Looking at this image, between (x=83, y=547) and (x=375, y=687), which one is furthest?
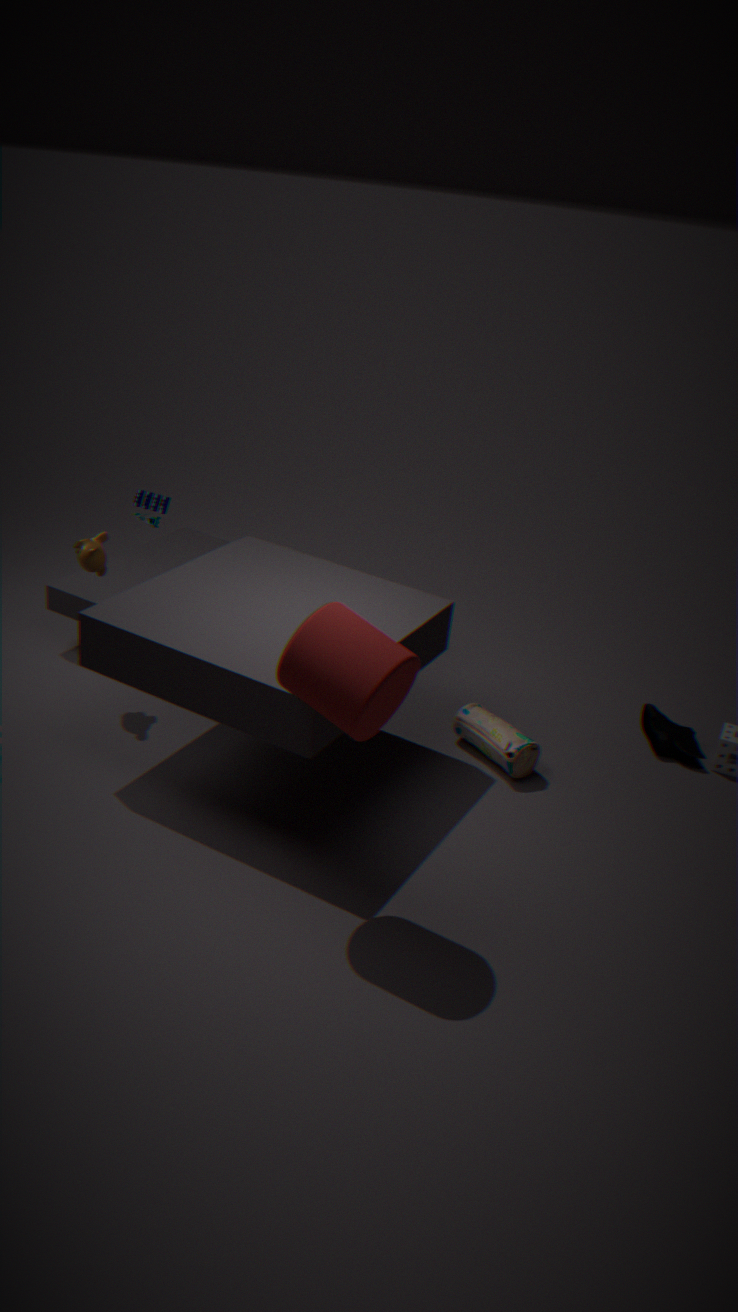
(x=83, y=547)
